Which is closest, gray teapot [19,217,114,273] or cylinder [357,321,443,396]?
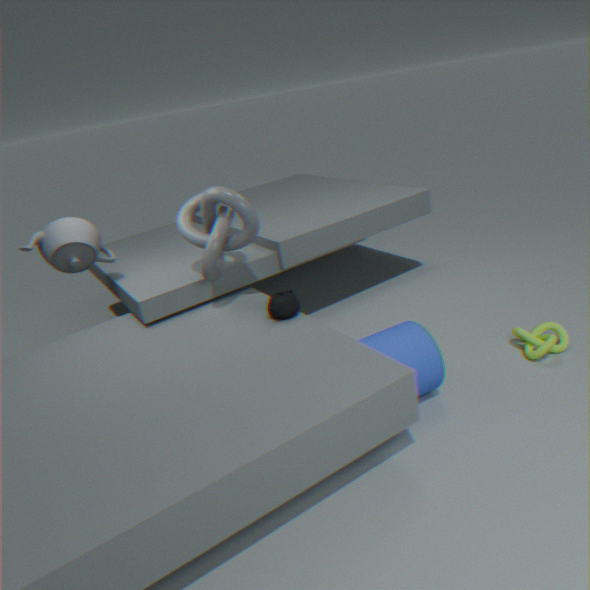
cylinder [357,321,443,396]
